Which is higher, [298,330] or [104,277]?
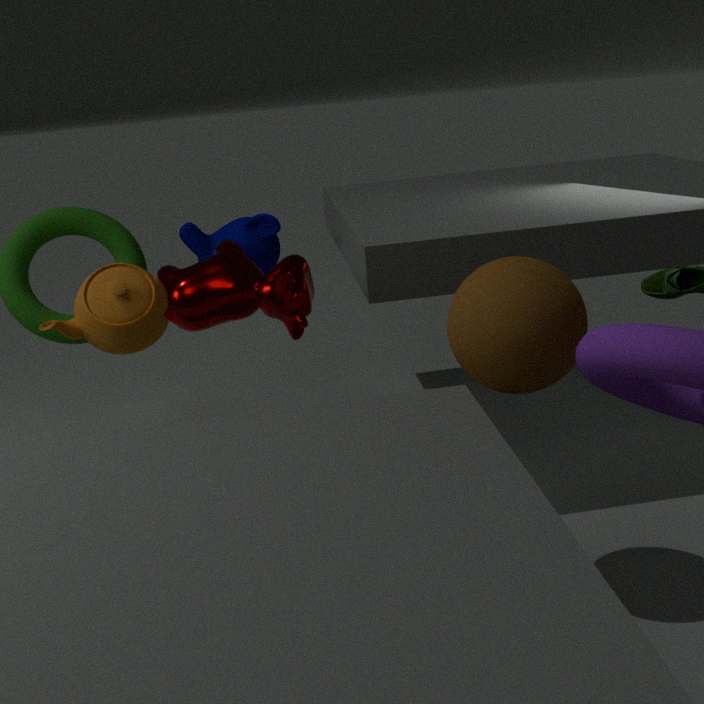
[298,330]
